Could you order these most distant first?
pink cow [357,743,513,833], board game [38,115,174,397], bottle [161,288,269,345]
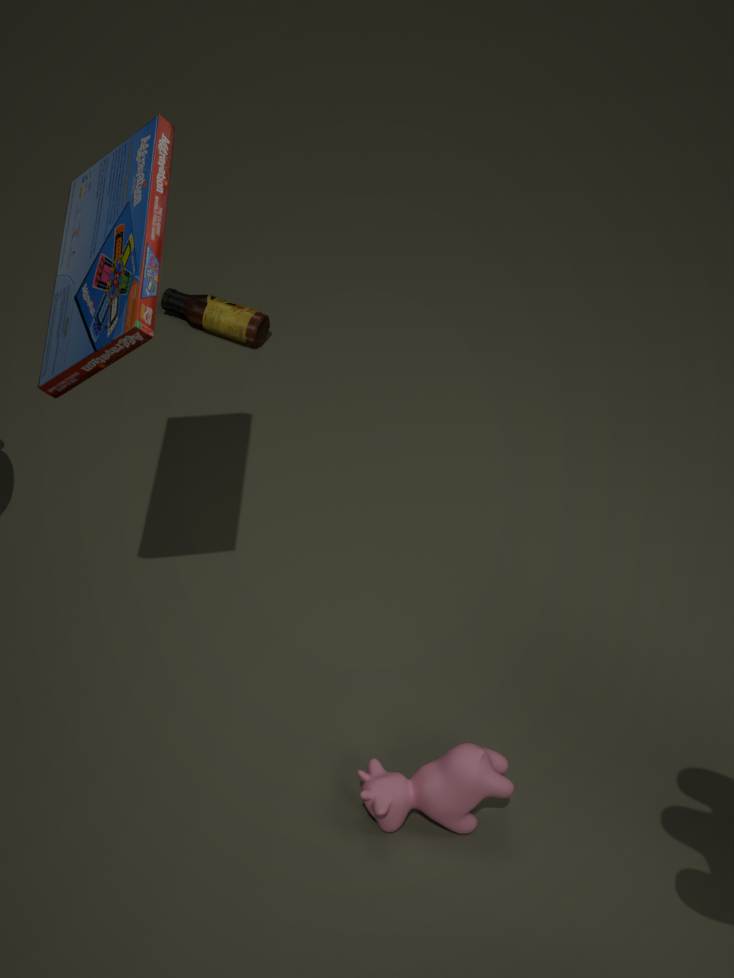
1. bottle [161,288,269,345]
2. pink cow [357,743,513,833]
3. board game [38,115,174,397]
